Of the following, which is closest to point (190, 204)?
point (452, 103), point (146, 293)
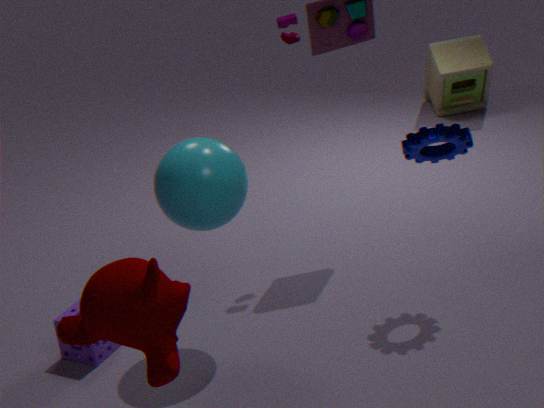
point (146, 293)
